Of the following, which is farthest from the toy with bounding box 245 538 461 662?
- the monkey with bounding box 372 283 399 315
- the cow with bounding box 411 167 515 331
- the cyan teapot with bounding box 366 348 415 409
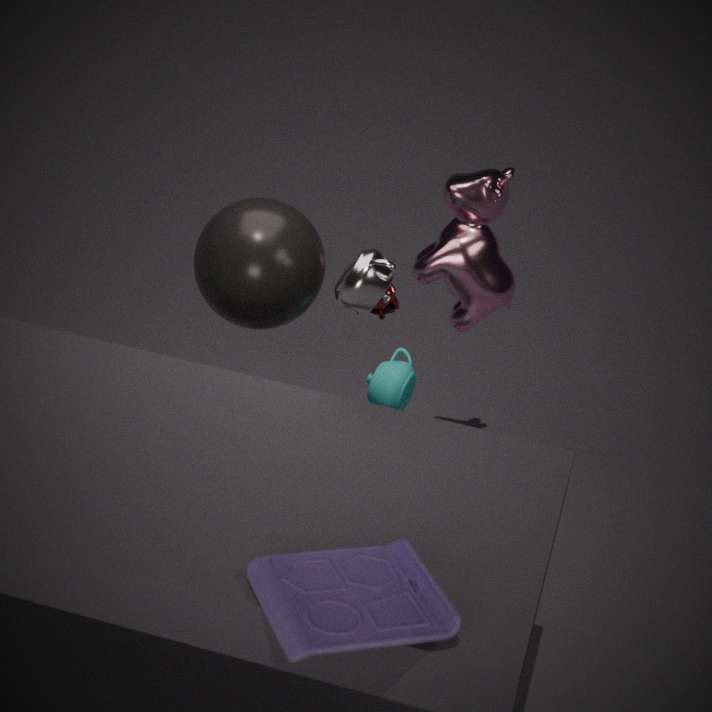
the monkey with bounding box 372 283 399 315
